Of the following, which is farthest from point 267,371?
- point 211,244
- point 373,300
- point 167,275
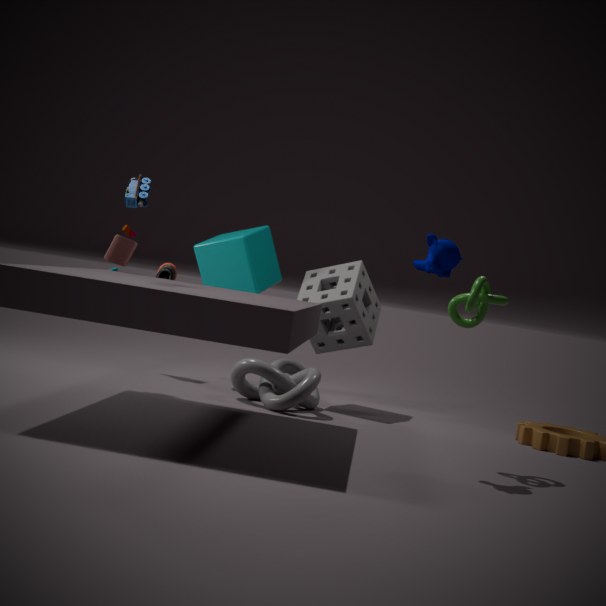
point 167,275
